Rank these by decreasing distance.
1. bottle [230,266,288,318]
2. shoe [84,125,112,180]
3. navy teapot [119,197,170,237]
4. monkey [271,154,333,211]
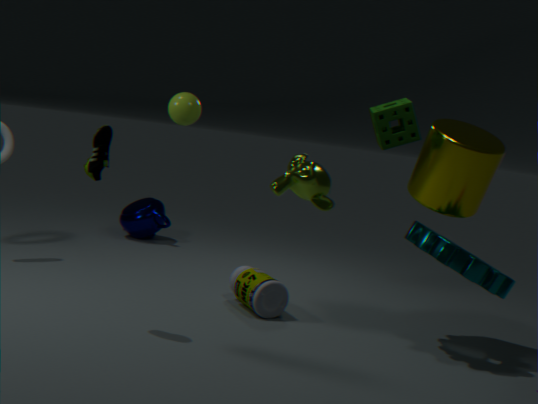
navy teapot [119,197,170,237] < bottle [230,266,288,318] < shoe [84,125,112,180] < monkey [271,154,333,211]
